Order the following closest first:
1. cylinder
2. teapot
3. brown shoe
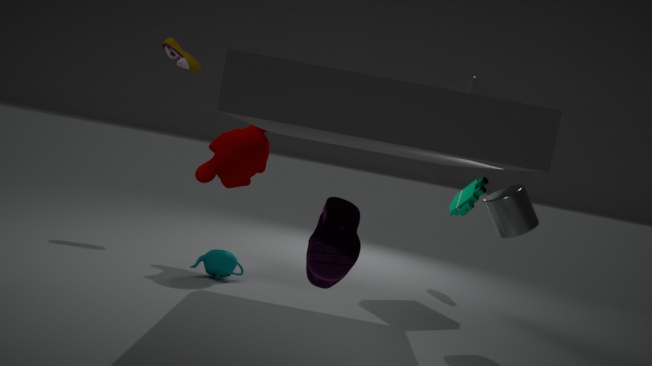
cylinder
teapot
brown shoe
